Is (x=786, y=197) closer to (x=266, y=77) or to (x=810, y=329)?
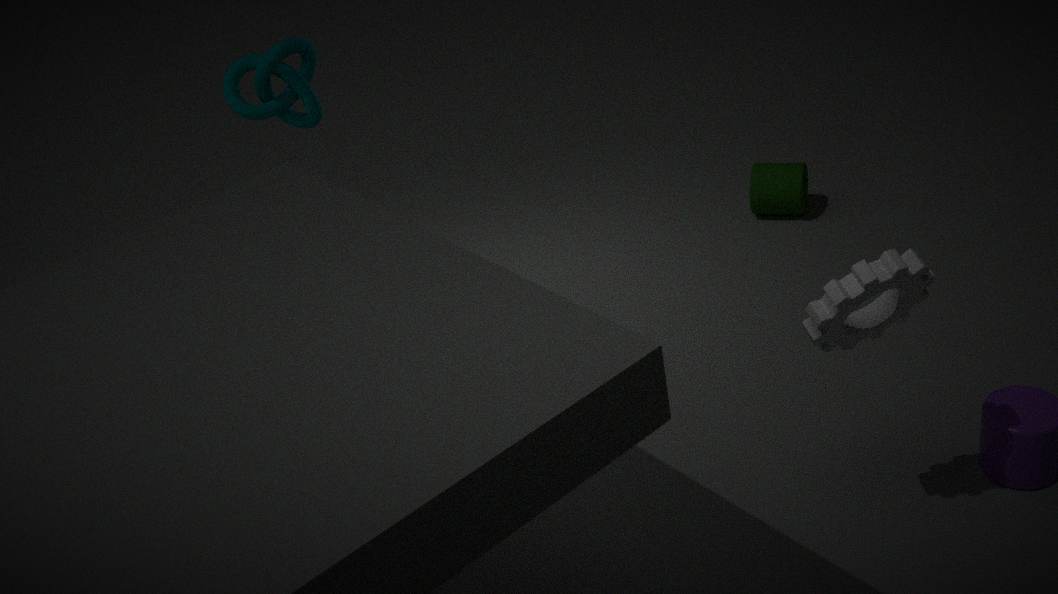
(x=810, y=329)
